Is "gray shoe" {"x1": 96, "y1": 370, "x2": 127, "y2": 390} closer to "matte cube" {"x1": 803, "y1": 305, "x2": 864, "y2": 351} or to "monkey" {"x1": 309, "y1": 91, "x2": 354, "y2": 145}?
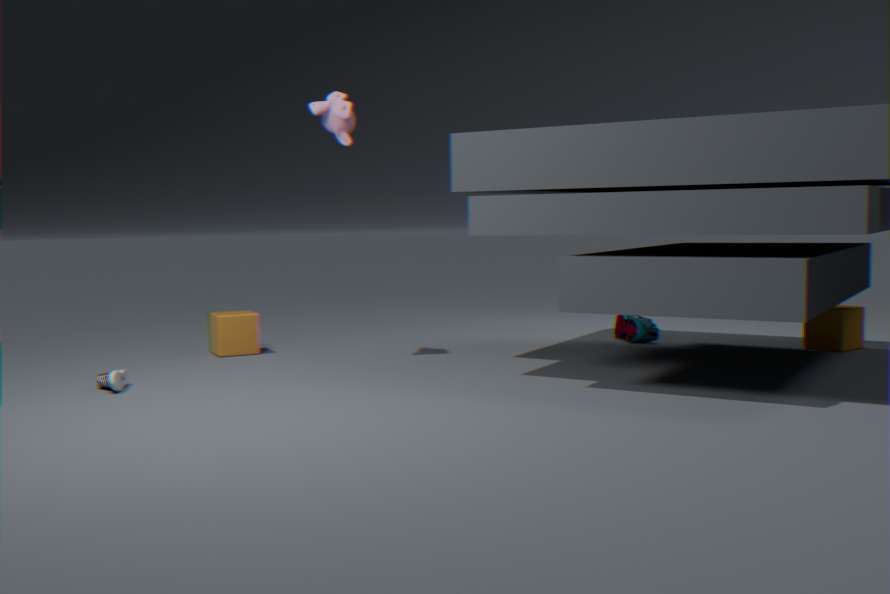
"monkey" {"x1": 309, "y1": 91, "x2": 354, "y2": 145}
